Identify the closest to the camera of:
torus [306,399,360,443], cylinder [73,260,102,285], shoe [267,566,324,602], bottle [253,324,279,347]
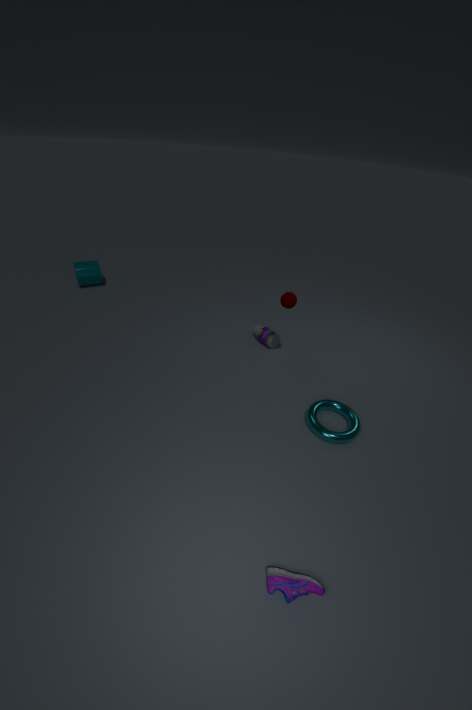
shoe [267,566,324,602]
